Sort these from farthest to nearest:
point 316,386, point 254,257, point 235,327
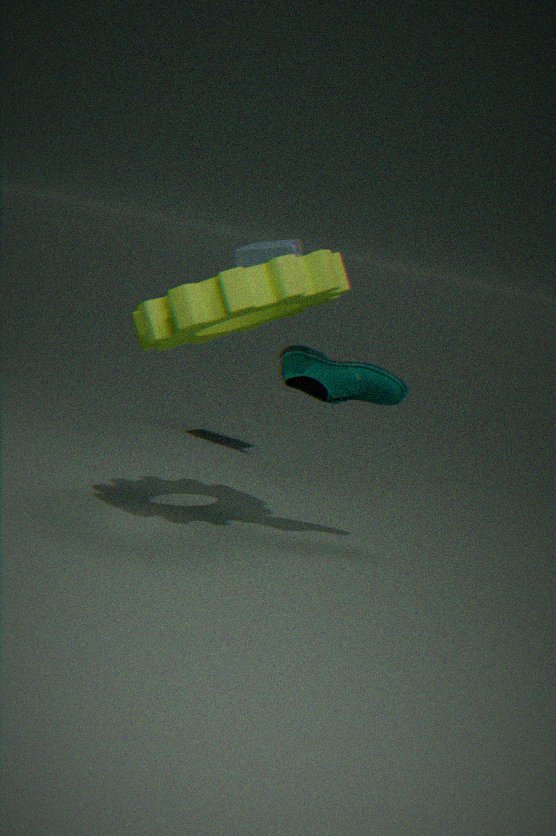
point 254,257
point 235,327
point 316,386
